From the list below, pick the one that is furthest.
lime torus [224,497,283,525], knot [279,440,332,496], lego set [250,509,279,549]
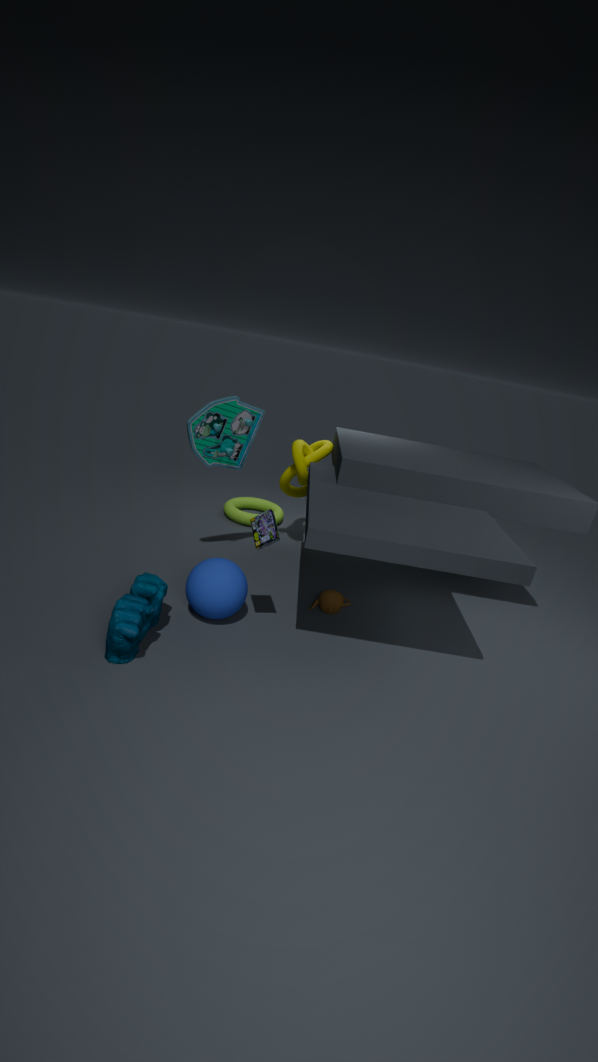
lime torus [224,497,283,525]
